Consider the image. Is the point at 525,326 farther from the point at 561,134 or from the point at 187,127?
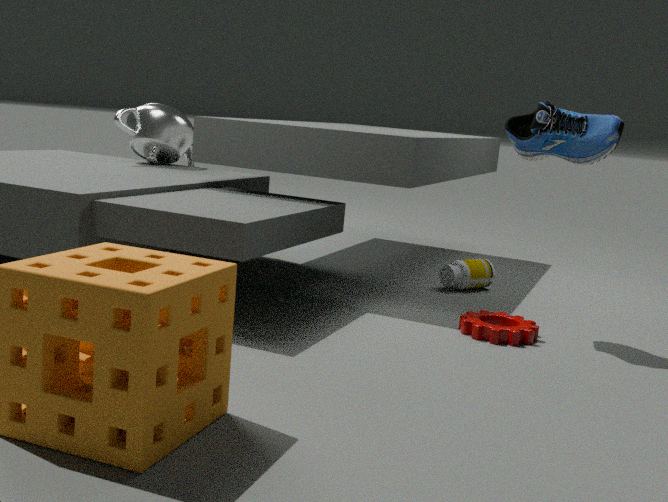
the point at 187,127
